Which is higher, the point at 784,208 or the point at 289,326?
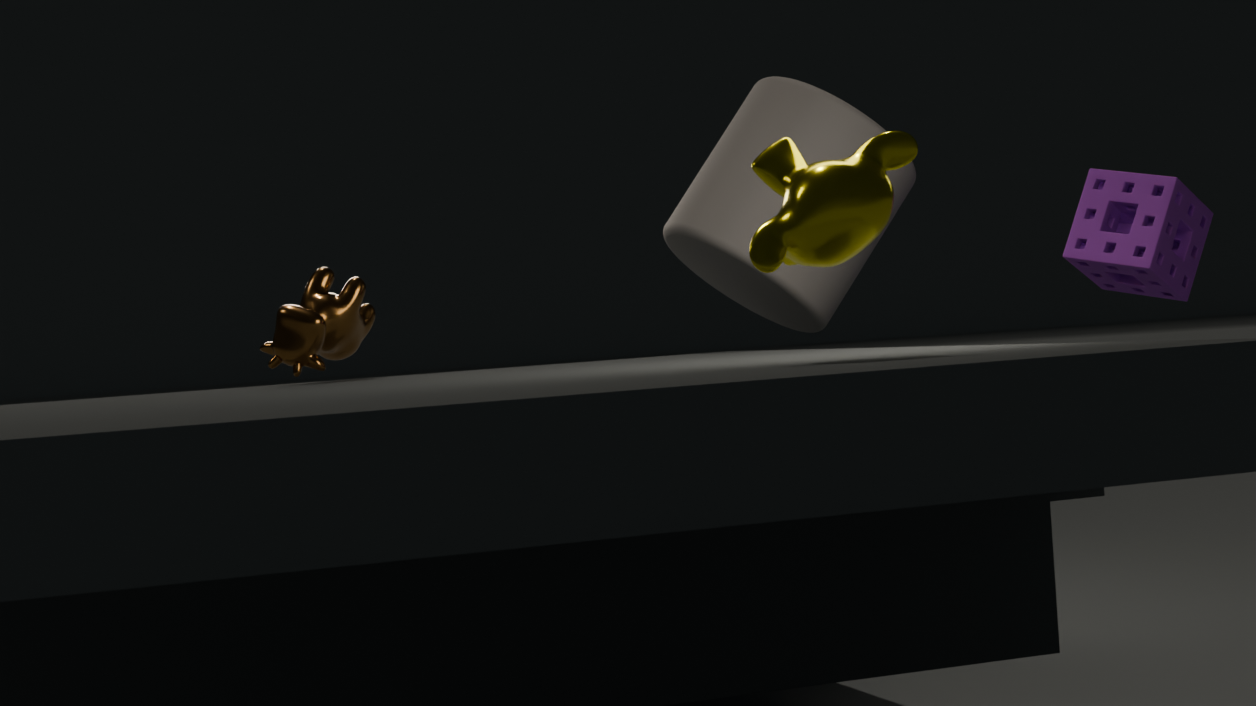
the point at 784,208
